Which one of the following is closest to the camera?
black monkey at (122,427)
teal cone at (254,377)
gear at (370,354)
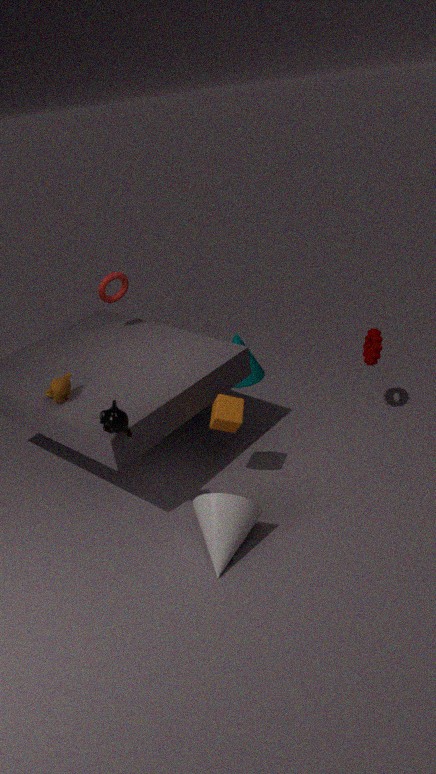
black monkey at (122,427)
